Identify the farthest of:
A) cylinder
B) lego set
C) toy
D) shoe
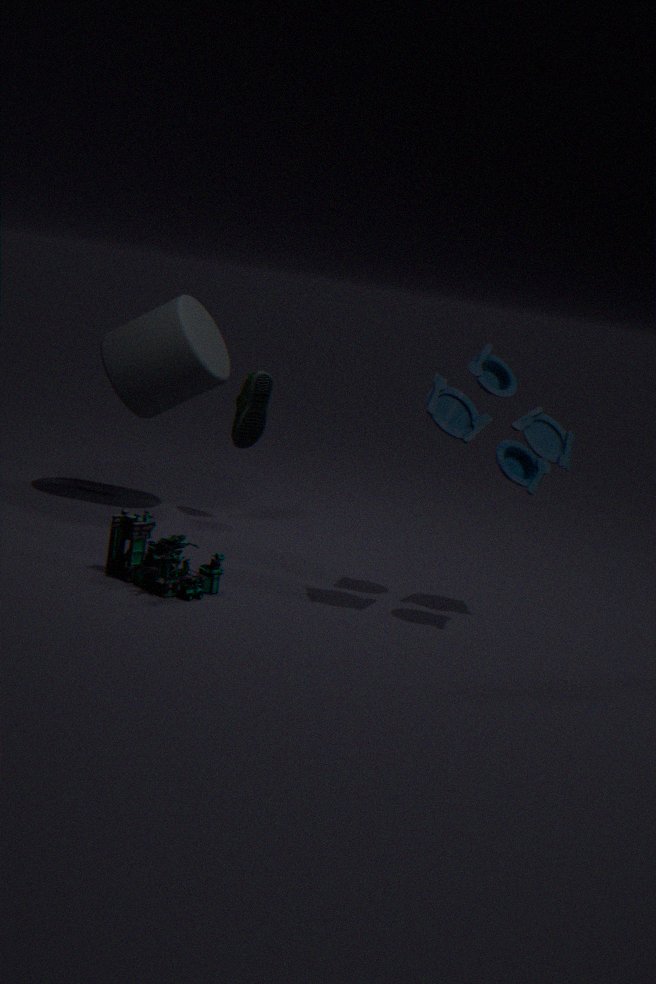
shoe
